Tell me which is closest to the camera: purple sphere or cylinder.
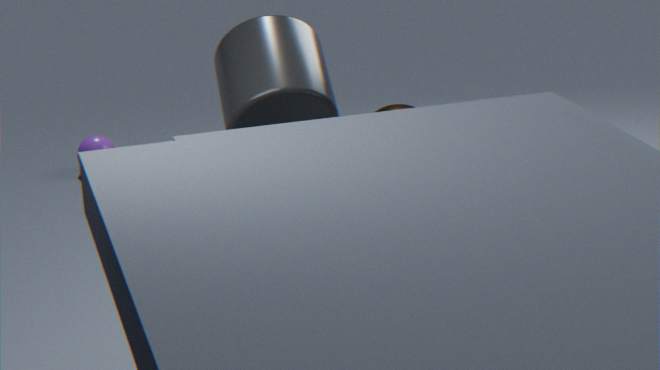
cylinder
